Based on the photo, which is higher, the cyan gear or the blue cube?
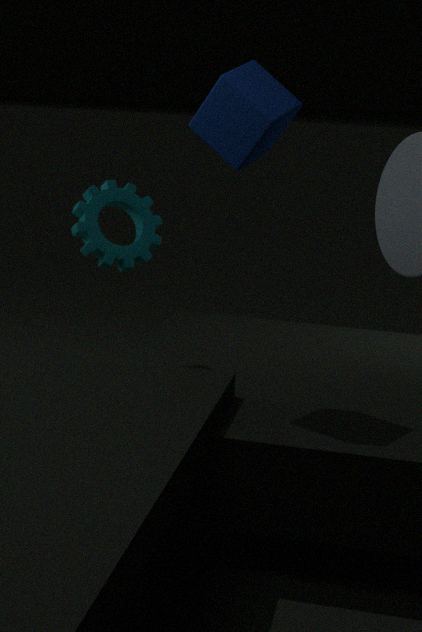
the blue cube
